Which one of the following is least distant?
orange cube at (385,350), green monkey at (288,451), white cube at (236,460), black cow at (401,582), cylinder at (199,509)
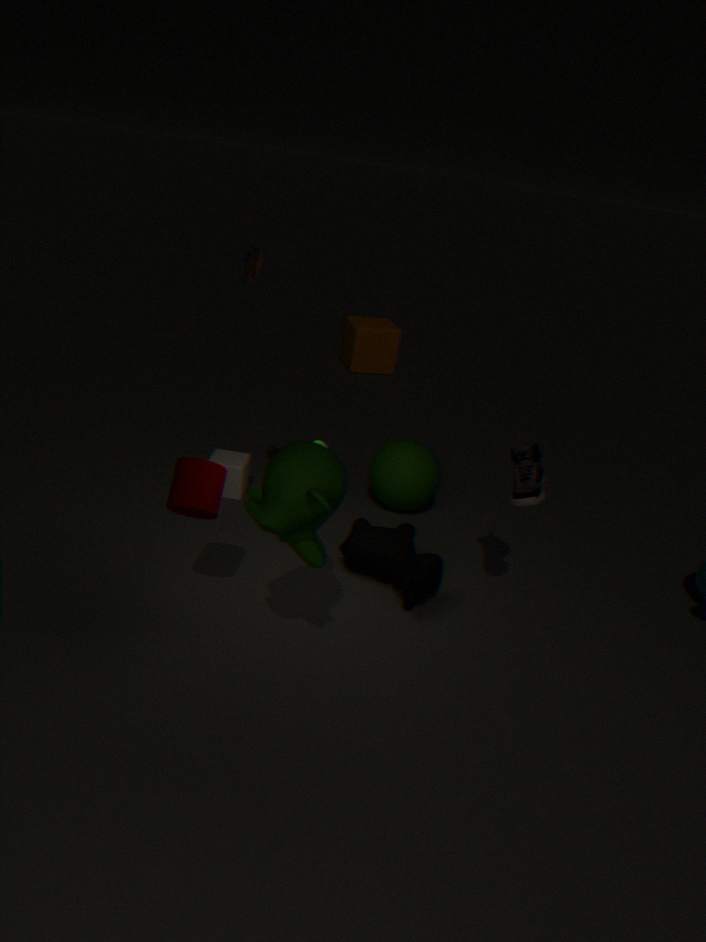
green monkey at (288,451)
